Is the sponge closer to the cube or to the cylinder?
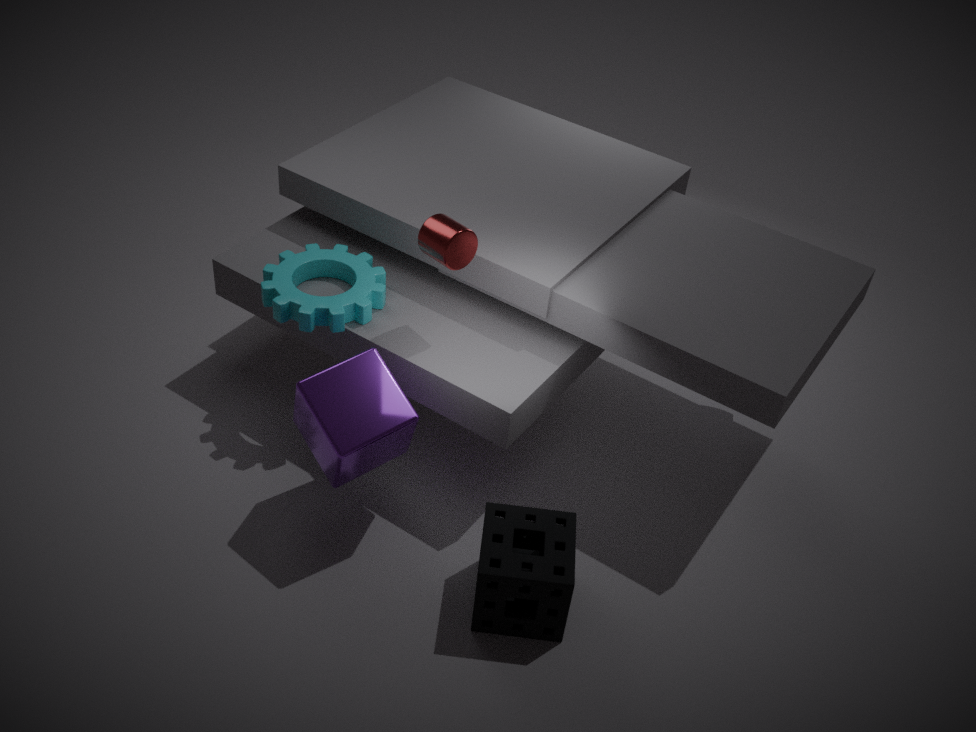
the cube
